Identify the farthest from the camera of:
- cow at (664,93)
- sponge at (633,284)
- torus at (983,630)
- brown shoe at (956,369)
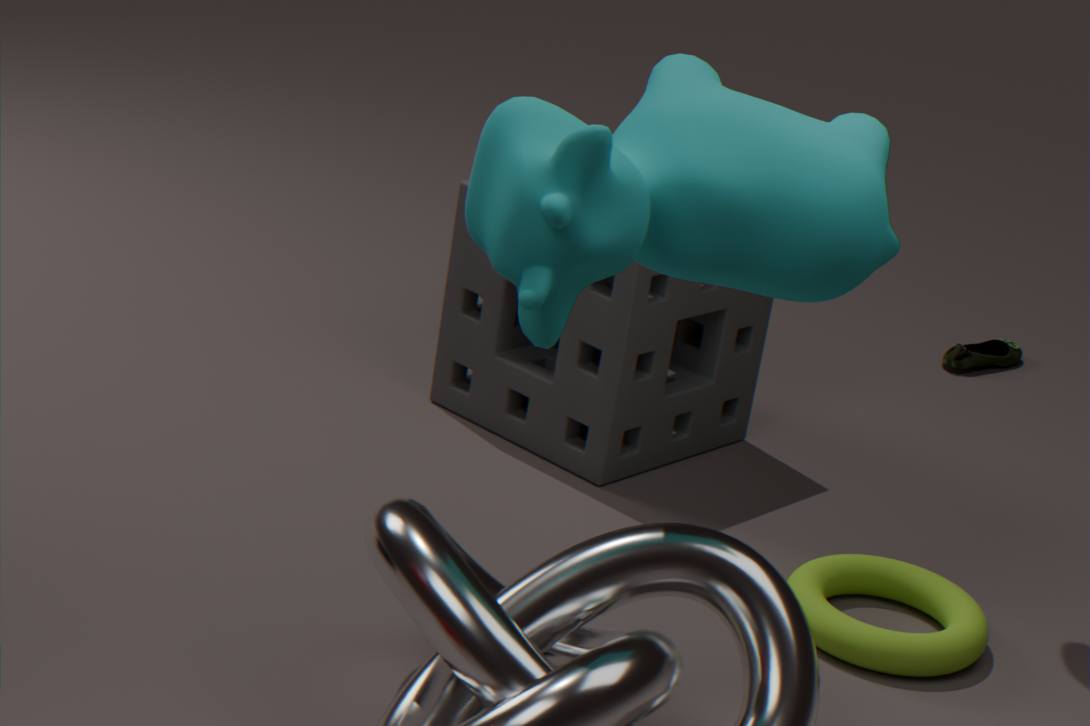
brown shoe at (956,369)
